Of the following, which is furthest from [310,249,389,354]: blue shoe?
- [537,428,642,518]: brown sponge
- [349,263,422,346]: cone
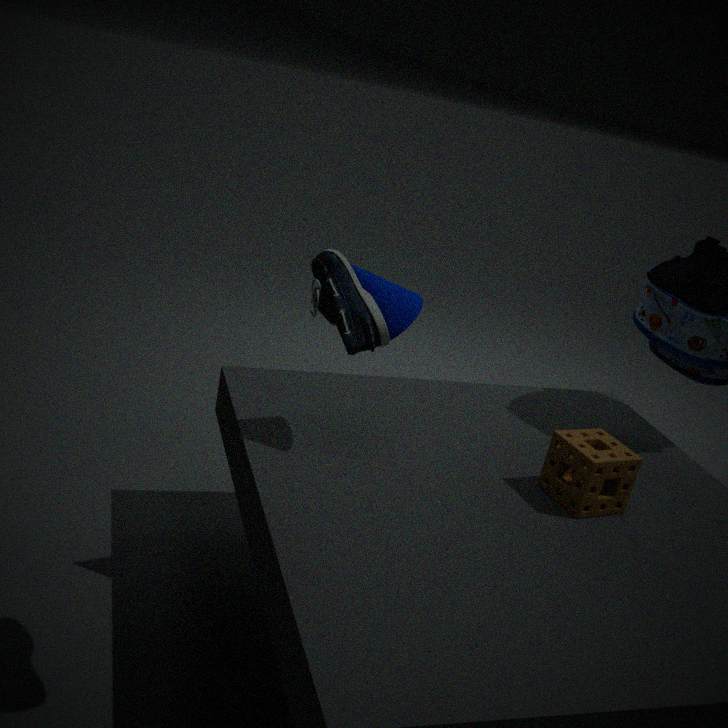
[537,428,642,518]: brown sponge
